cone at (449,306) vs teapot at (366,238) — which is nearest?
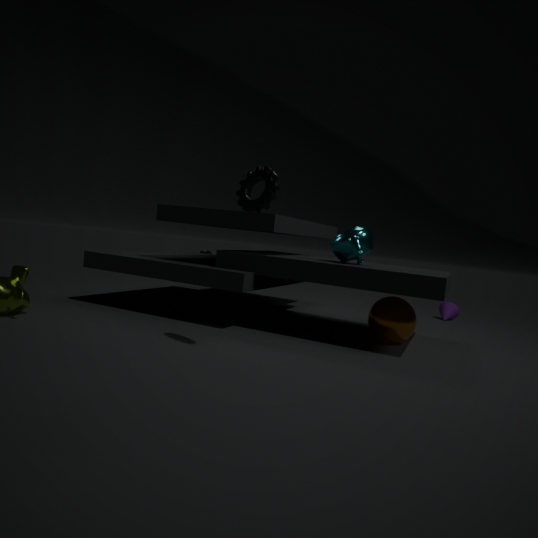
teapot at (366,238)
